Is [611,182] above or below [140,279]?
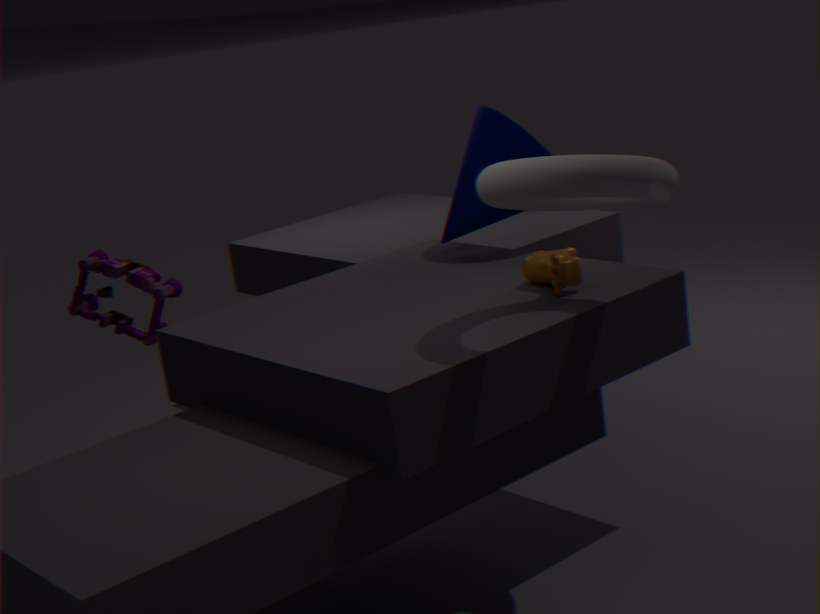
above
